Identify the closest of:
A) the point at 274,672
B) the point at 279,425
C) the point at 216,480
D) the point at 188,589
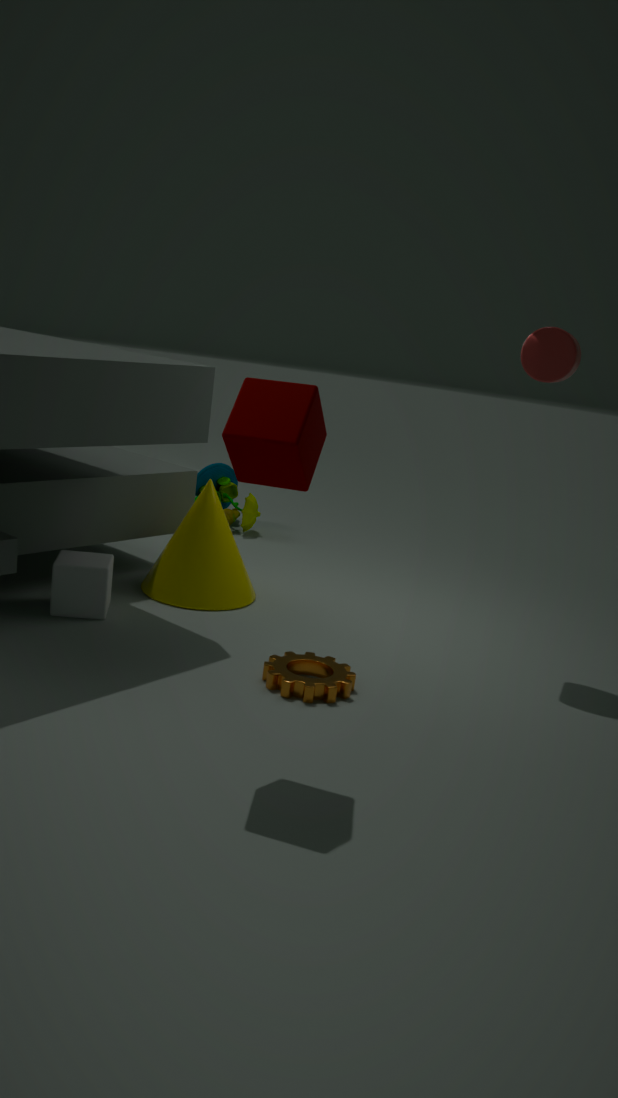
the point at 279,425
